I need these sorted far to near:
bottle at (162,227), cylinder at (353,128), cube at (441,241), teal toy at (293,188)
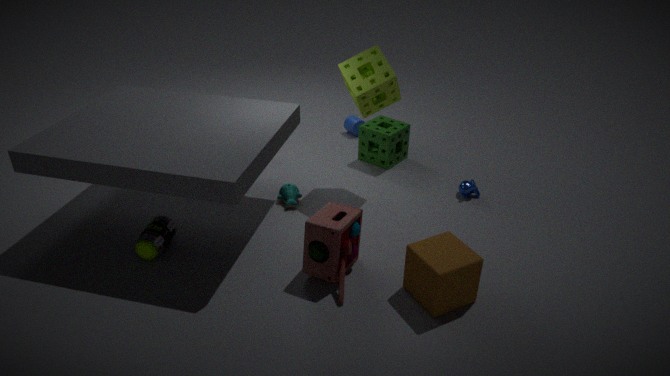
cylinder at (353,128) < teal toy at (293,188) < bottle at (162,227) < cube at (441,241)
